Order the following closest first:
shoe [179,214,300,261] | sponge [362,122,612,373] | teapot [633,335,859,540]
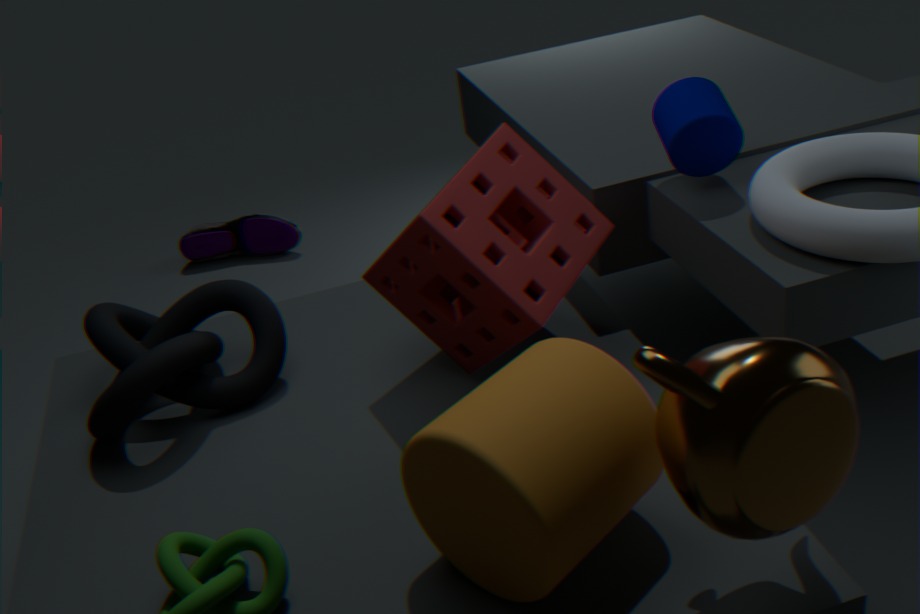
teapot [633,335,859,540] < sponge [362,122,612,373] < shoe [179,214,300,261]
